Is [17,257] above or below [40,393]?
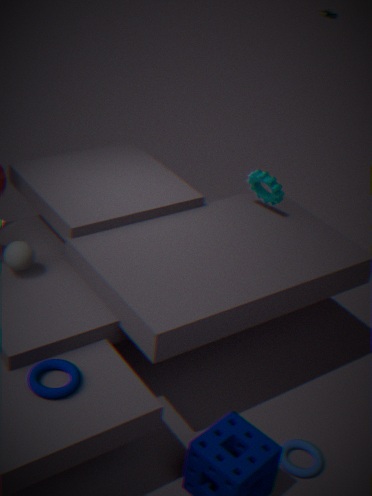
above
